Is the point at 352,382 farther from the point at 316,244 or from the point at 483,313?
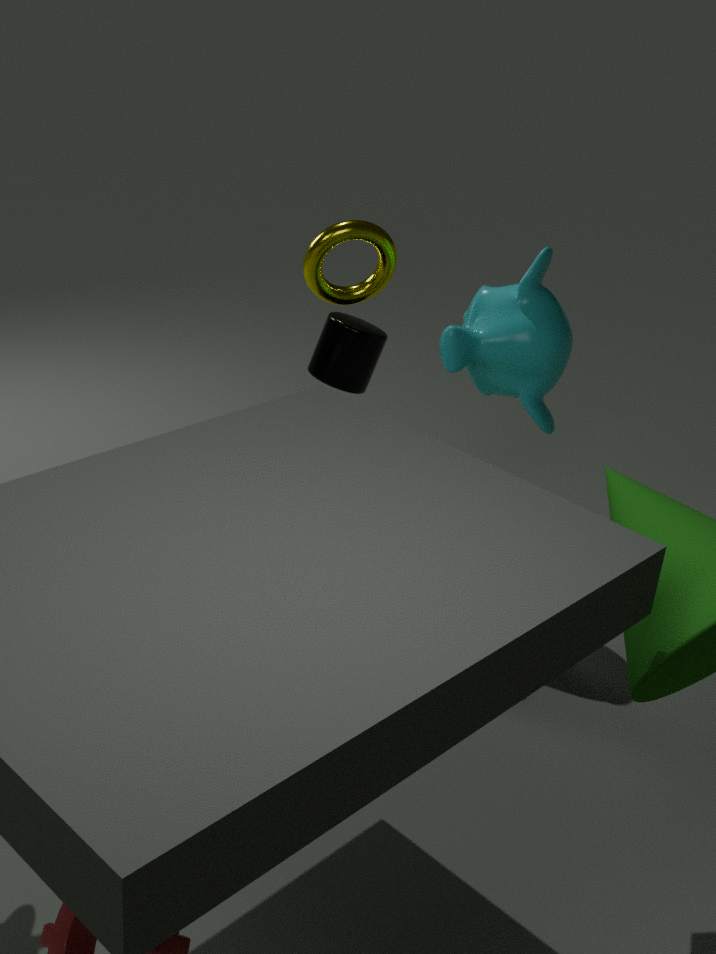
the point at 483,313
